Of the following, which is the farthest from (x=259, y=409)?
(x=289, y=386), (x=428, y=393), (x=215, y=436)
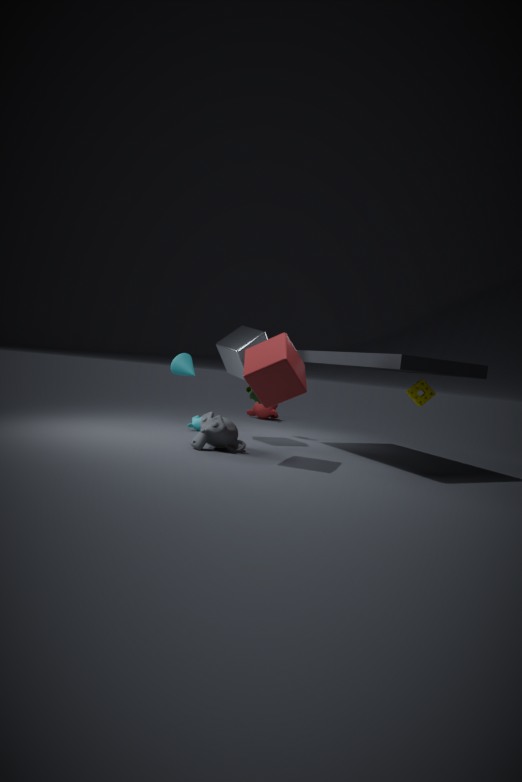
(x=289, y=386)
